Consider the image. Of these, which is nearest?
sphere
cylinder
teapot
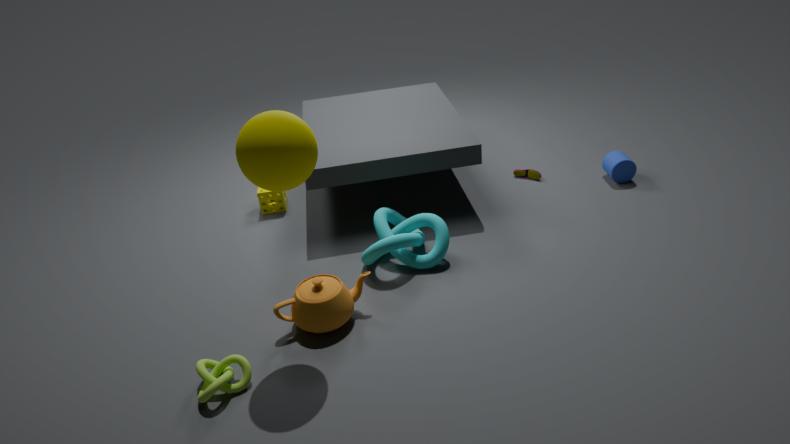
sphere
